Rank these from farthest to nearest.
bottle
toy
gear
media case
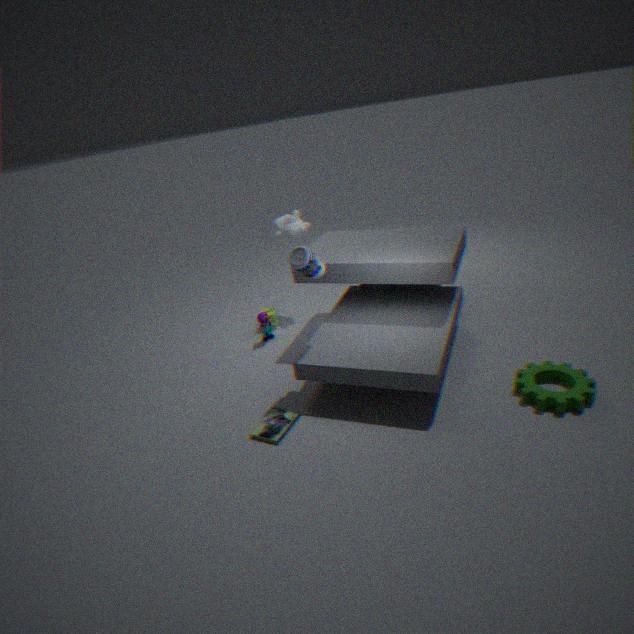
toy, bottle, media case, gear
